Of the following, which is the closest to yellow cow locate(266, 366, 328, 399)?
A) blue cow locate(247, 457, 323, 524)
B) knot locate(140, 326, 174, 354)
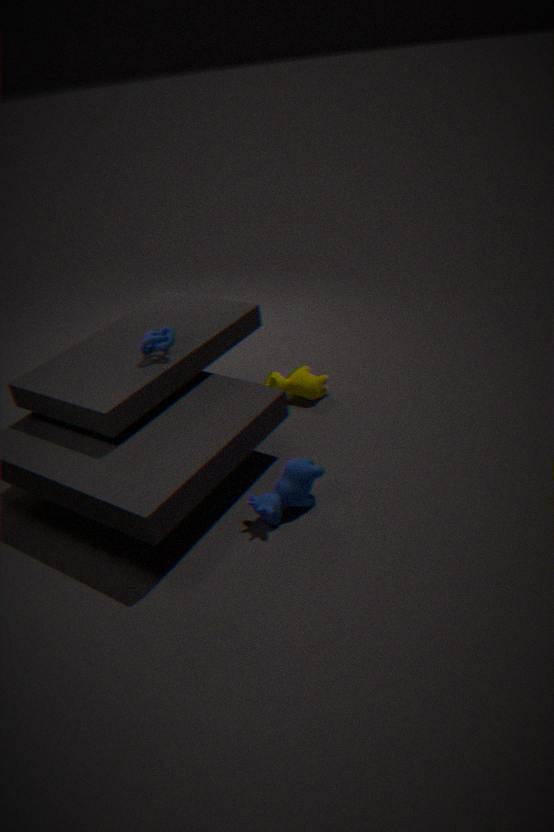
knot locate(140, 326, 174, 354)
